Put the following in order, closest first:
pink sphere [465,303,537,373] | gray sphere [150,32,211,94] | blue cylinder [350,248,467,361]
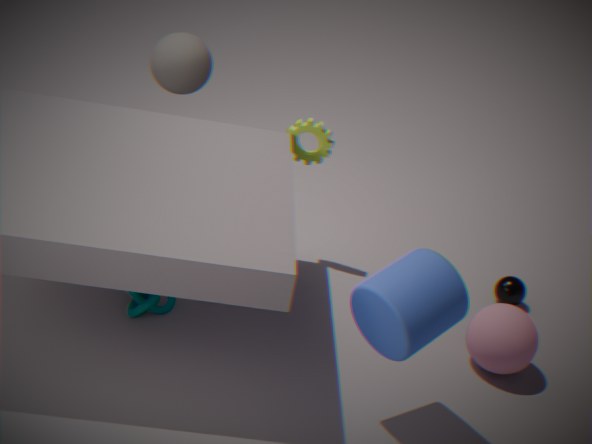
blue cylinder [350,248,467,361], pink sphere [465,303,537,373], gray sphere [150,32,211,94]
